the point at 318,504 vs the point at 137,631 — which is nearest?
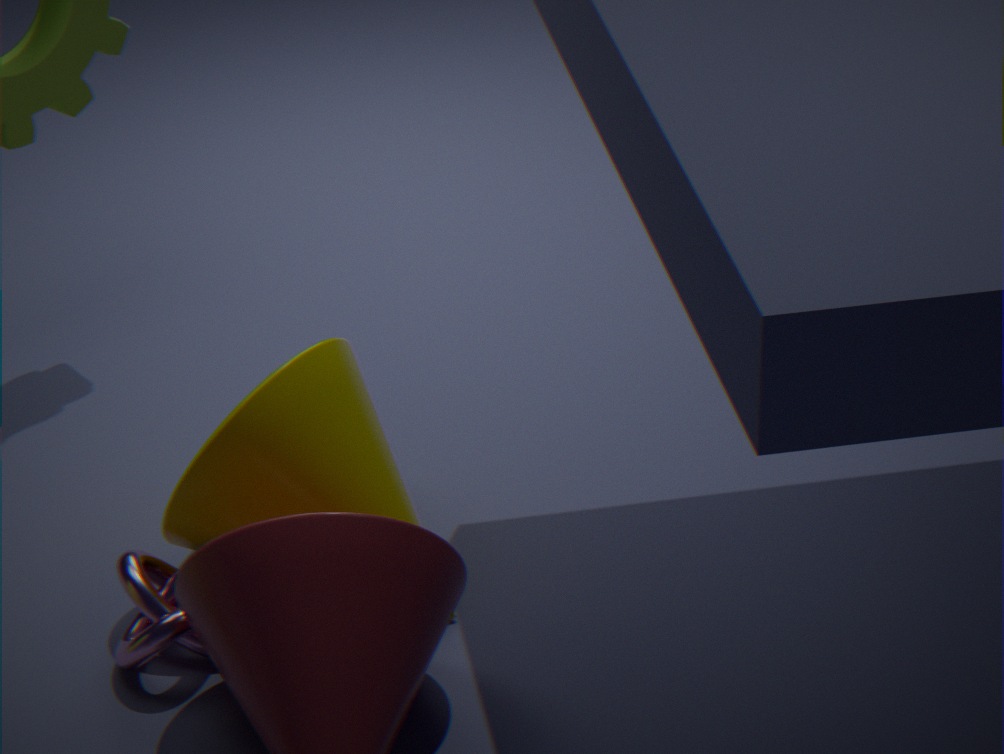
the point at 137,631
